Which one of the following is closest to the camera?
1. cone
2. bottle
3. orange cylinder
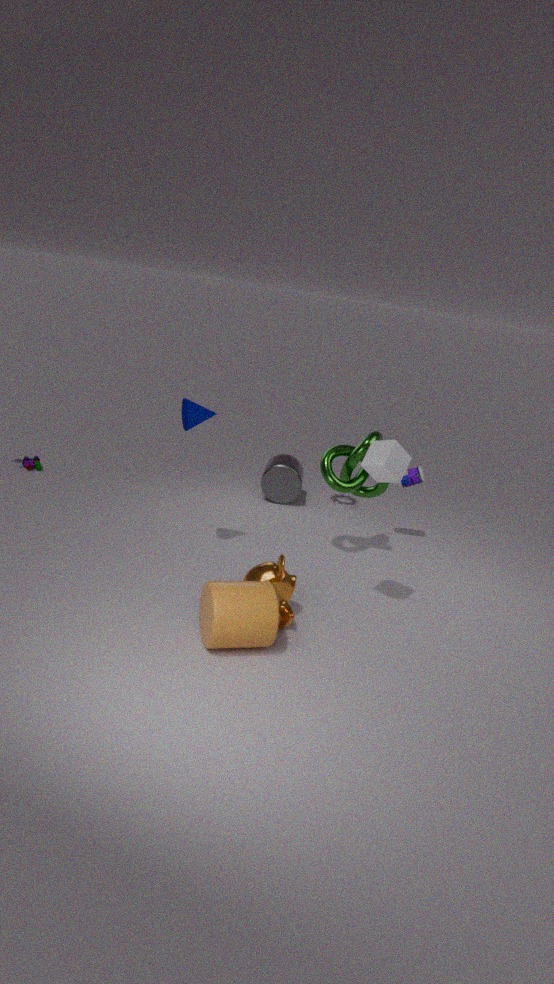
orange cylinder
